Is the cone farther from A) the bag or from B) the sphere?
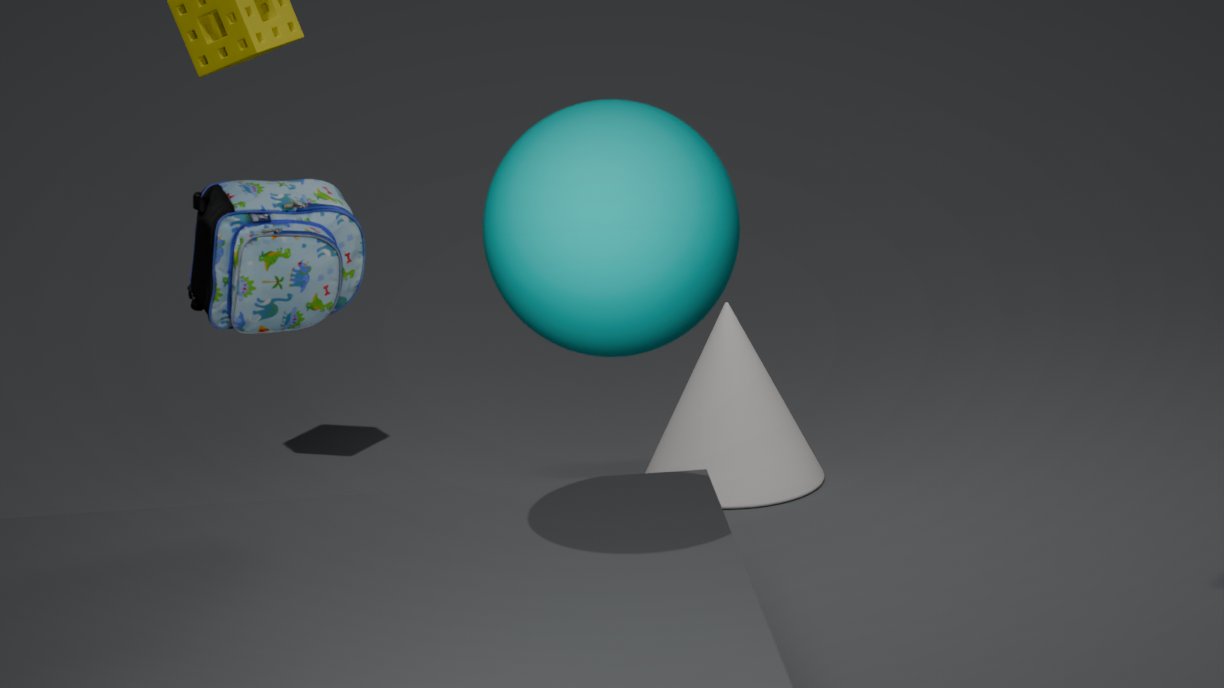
B) the sphere
